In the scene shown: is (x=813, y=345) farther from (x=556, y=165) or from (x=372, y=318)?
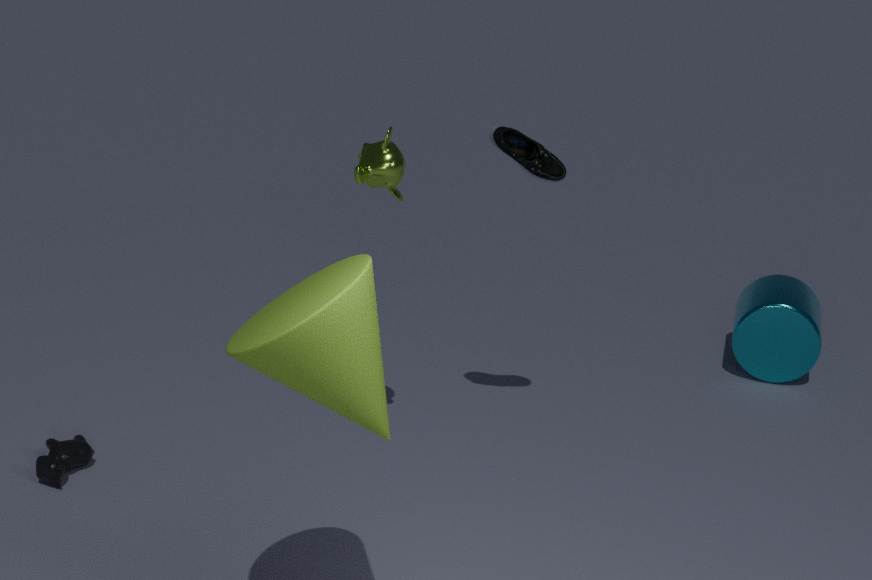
(x=372, y=318)
